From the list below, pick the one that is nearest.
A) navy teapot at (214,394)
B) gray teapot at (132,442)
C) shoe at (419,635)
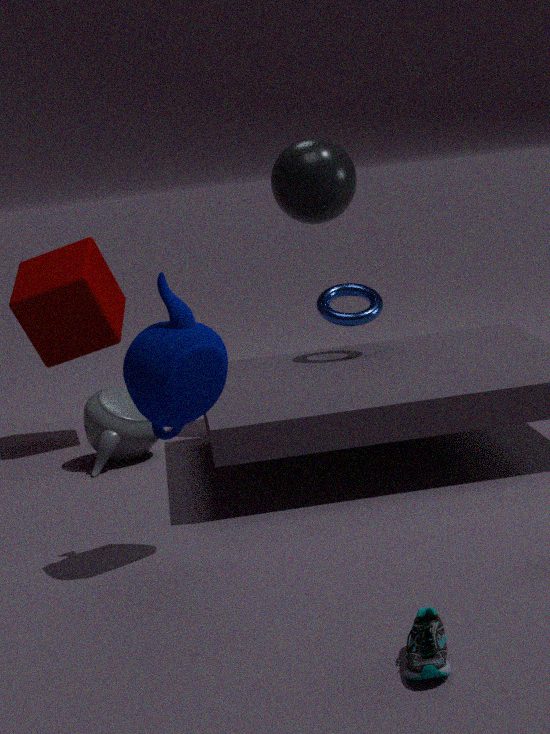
shoe at (419,635)
